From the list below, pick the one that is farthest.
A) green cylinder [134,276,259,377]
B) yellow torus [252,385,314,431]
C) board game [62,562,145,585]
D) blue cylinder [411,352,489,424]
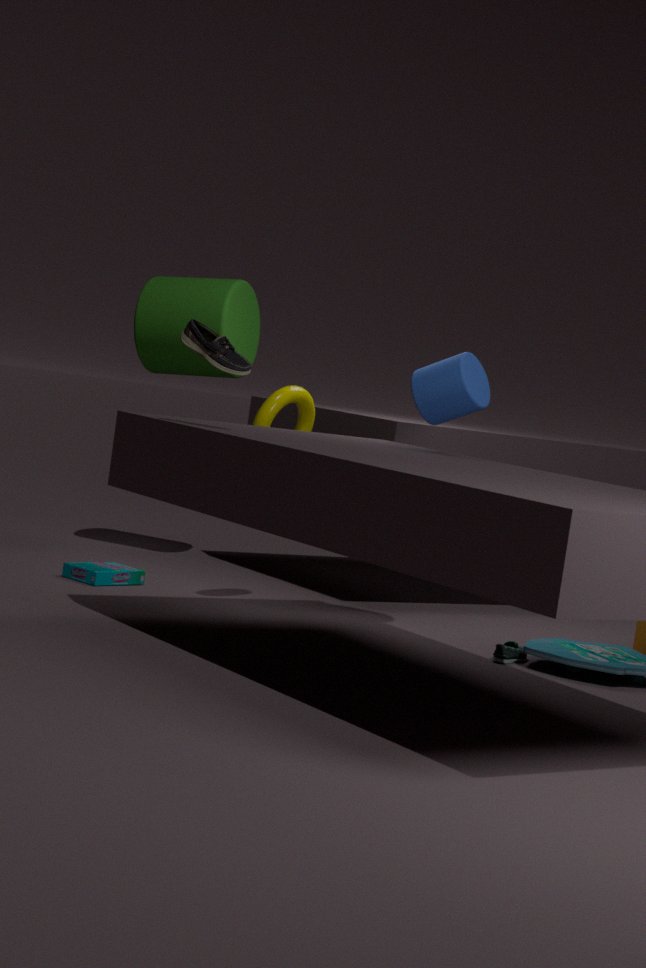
green cylinder [134,276,259,377]
